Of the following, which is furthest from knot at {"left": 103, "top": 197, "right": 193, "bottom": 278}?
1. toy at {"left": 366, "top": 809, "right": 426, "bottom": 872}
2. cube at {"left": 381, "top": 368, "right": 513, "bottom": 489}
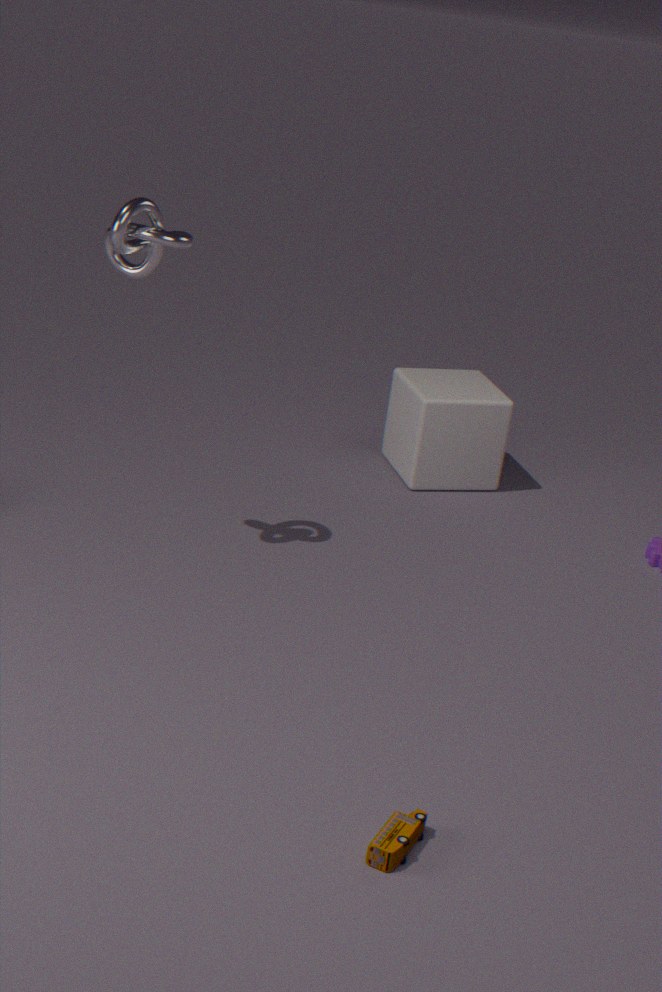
toy at {"left": 366, "top": 809, "right": 426, "bottom": 872}
